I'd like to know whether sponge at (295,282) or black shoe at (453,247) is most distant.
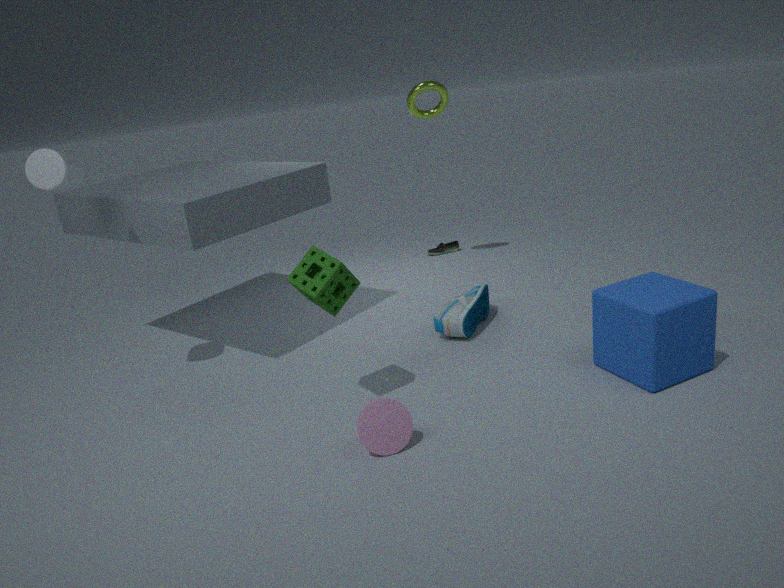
black shoe at (453,247)
